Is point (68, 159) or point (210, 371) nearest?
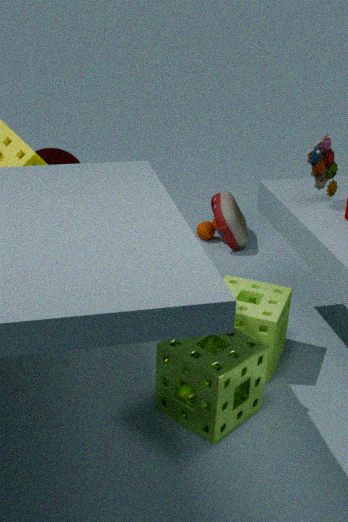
point (210, 371)
